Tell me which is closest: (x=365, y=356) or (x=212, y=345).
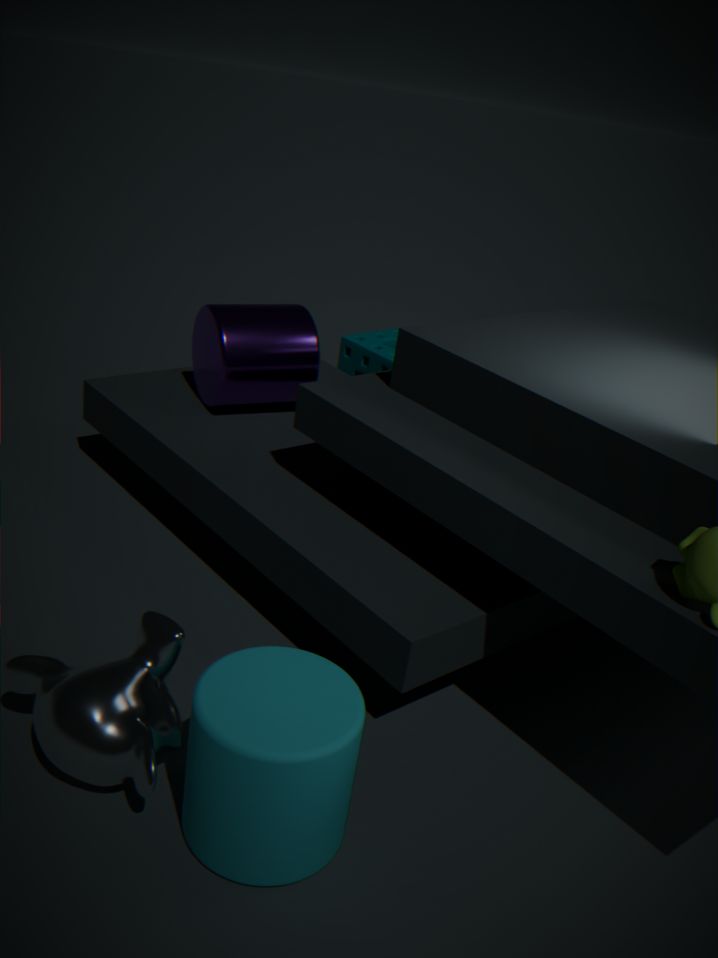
(x=212, y=345)
